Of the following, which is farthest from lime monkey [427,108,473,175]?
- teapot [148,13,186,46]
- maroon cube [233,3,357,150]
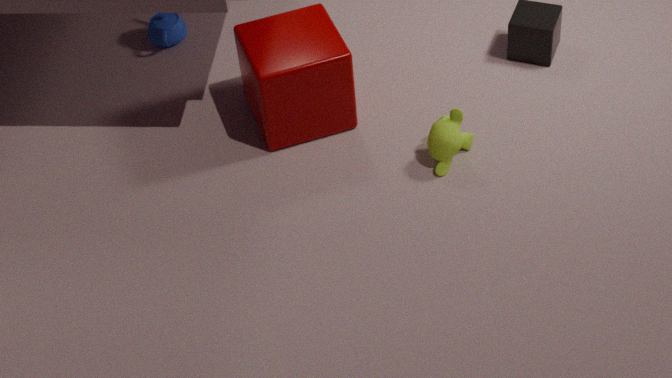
teapot [148,13,186,46]
